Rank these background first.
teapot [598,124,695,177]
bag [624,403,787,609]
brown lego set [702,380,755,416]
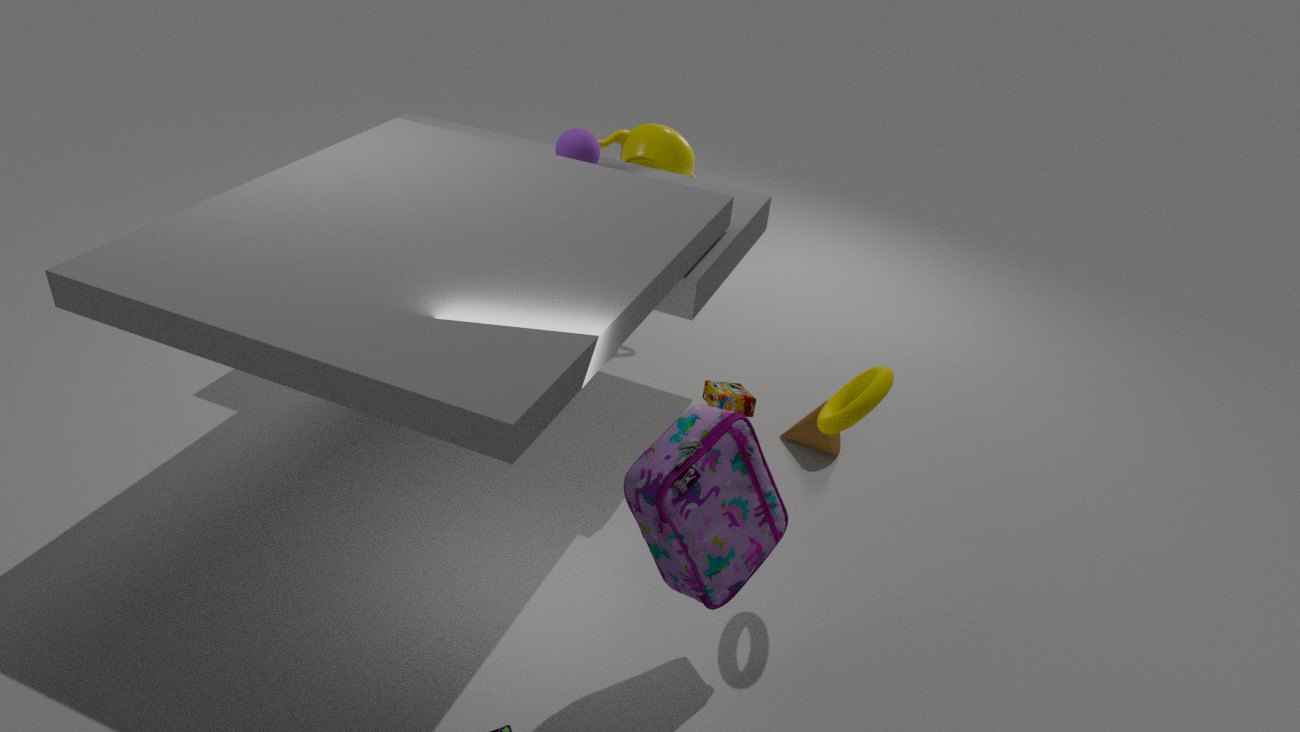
teapot [598,124,695,177], brown lego set [702,380,755,416], bag [624,403,787,609]
